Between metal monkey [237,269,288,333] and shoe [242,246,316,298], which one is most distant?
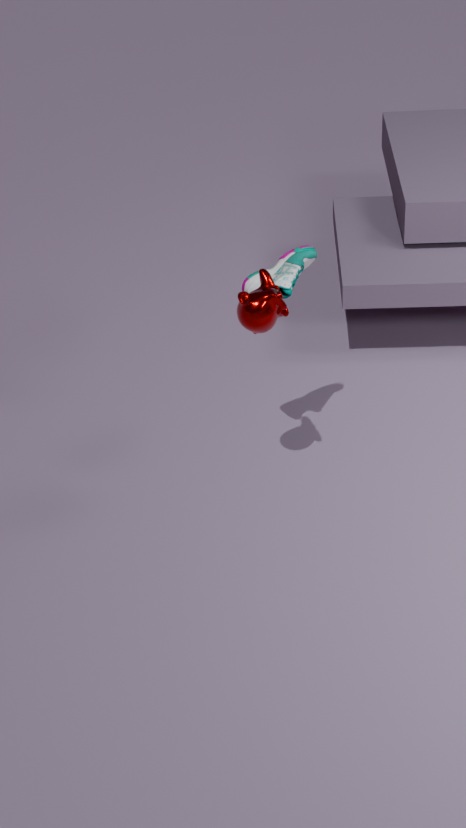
shoe [242,246,316,298]
